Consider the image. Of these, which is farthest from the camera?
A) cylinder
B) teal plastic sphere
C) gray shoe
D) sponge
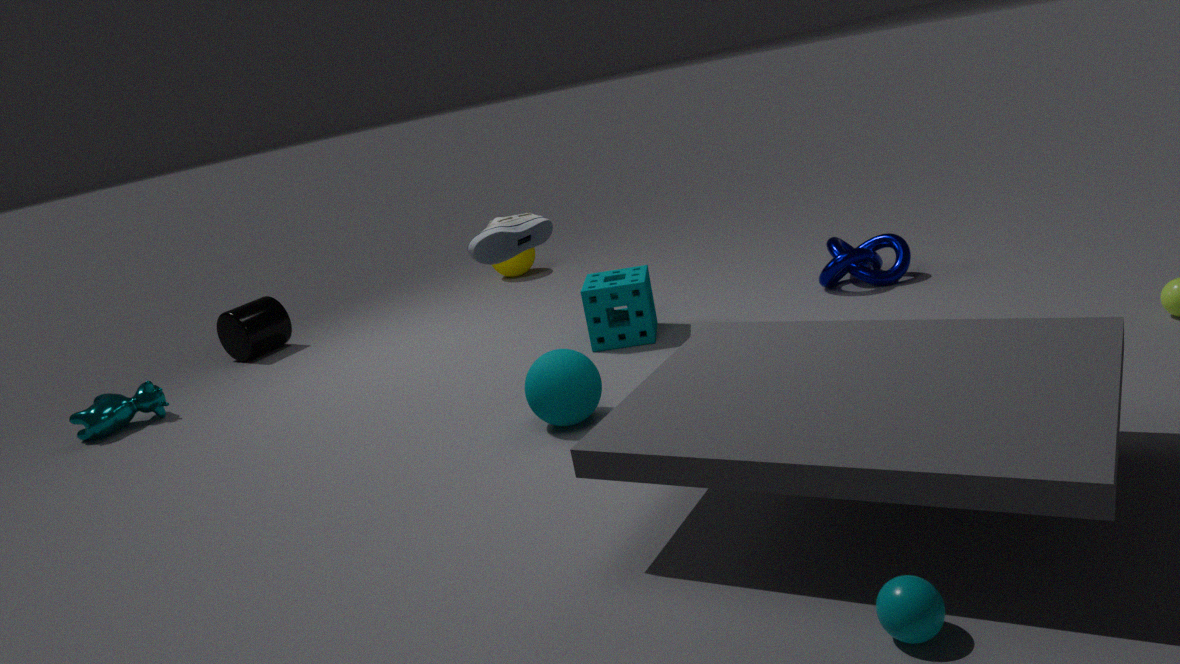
cylinder
